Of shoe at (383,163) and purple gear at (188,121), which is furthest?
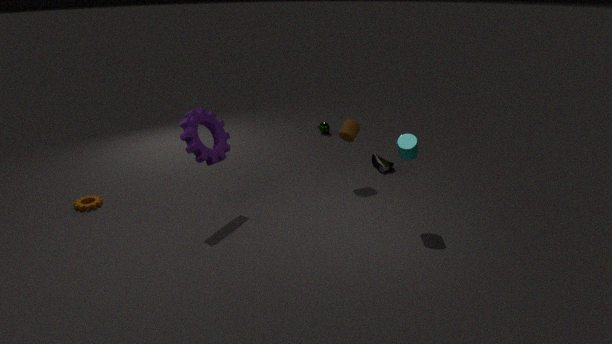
shoe at (383,163)
